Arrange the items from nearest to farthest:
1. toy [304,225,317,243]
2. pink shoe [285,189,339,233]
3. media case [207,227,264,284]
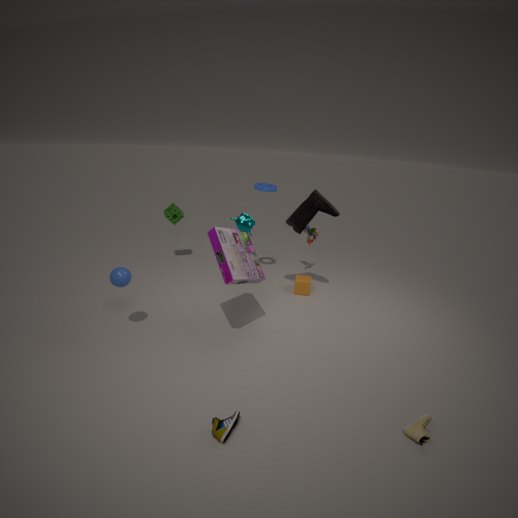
media case [207,227,264,284] < pink shoe [285,189,339,233] < toy [304,225,317,243]
